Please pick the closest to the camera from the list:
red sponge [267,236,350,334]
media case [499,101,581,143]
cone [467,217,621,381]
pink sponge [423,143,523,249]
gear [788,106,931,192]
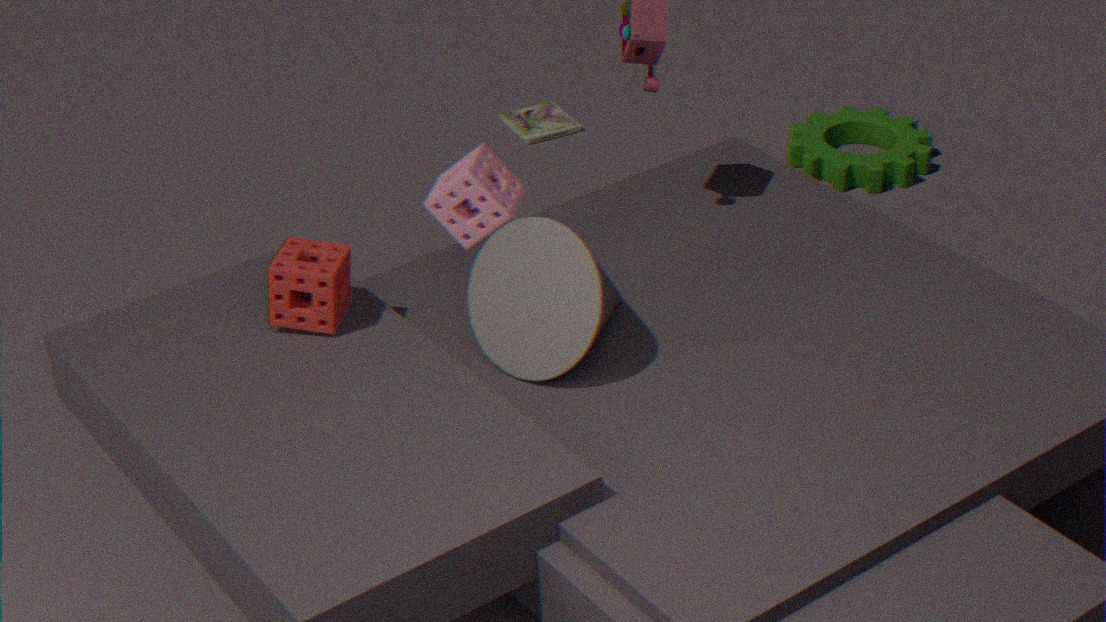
cone [467,217,621,381]
